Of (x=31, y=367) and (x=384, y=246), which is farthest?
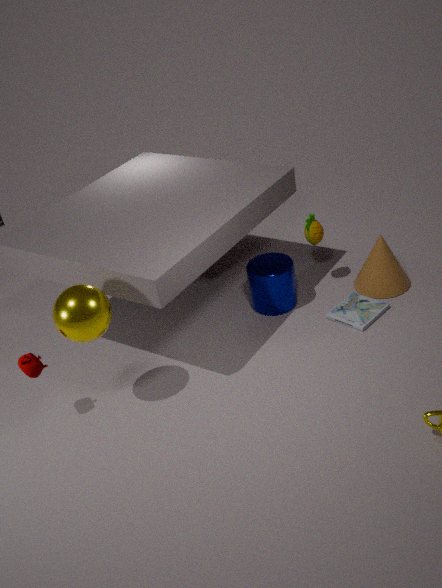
(x=384, y=246)
